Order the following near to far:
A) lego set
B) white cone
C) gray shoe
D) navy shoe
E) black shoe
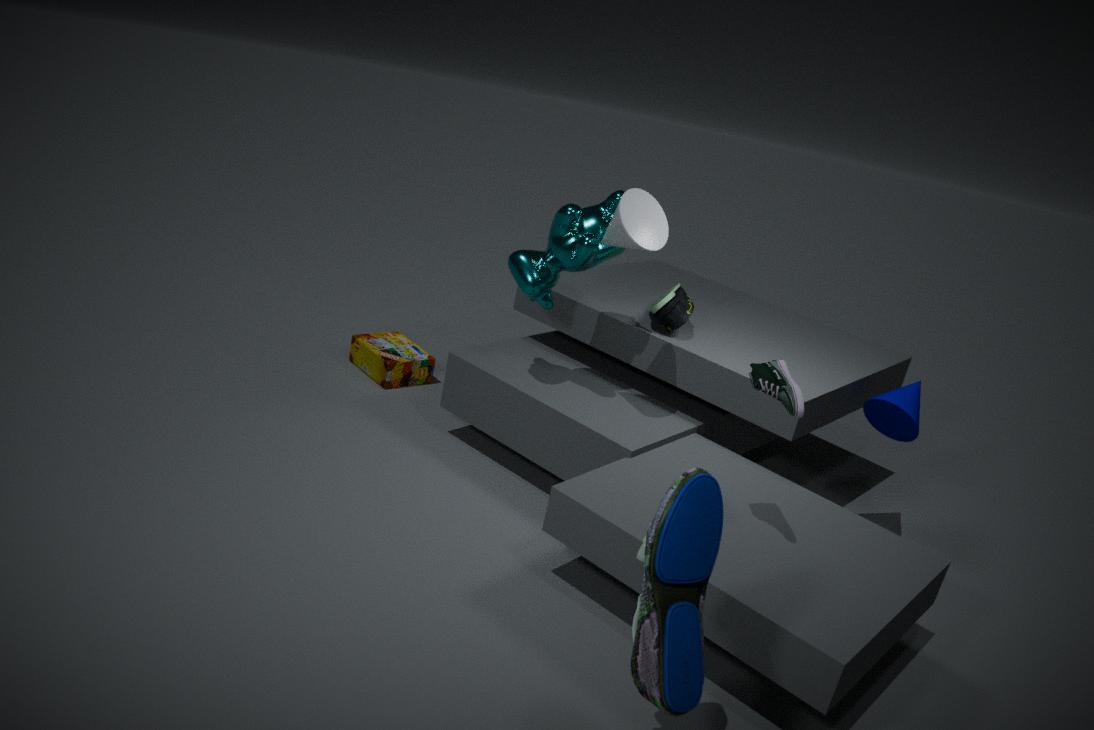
navy shoe, gray shoe, white cone, black shoe, lego set
